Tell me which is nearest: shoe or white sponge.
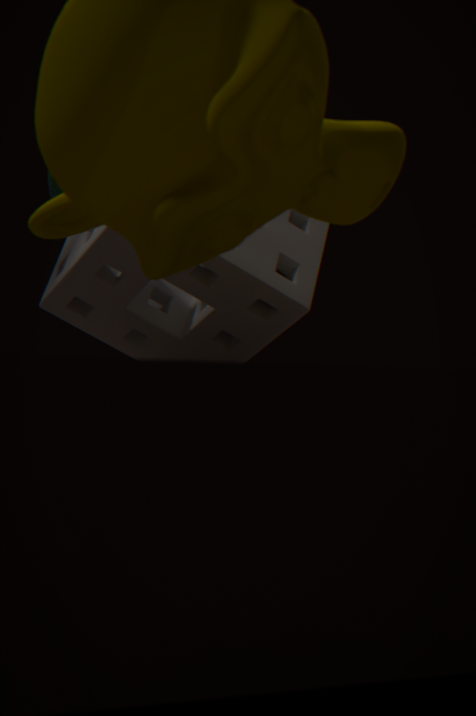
shoe
